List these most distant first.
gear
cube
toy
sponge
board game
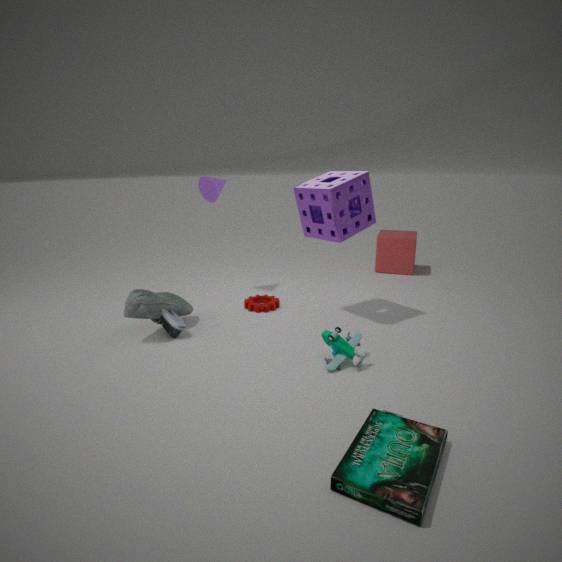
1. cube
2. gear
3. sponge
4. toy
5. board game
